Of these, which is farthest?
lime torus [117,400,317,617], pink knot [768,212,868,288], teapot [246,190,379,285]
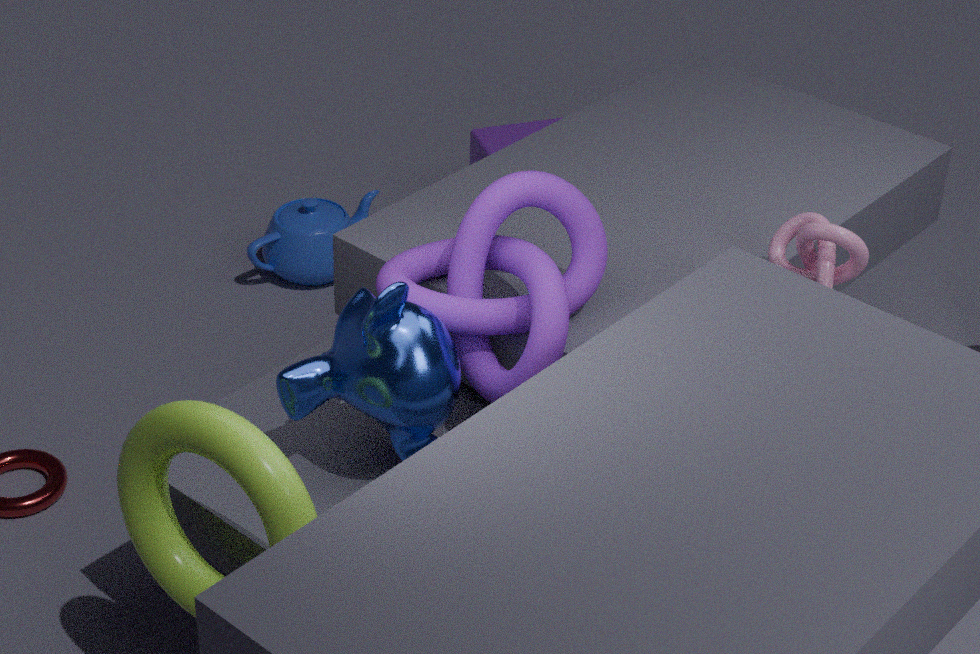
teapot [246,190,379,285]
